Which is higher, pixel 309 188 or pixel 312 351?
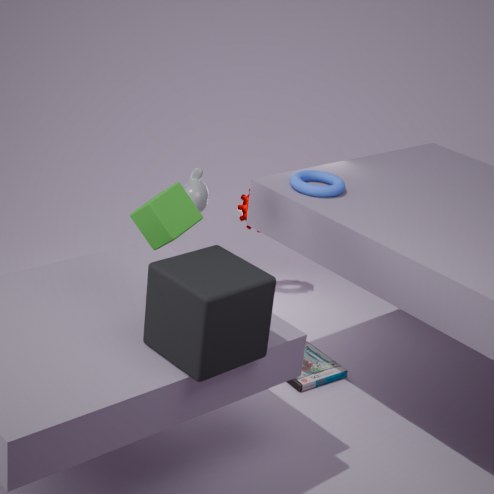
pixel 309 188
